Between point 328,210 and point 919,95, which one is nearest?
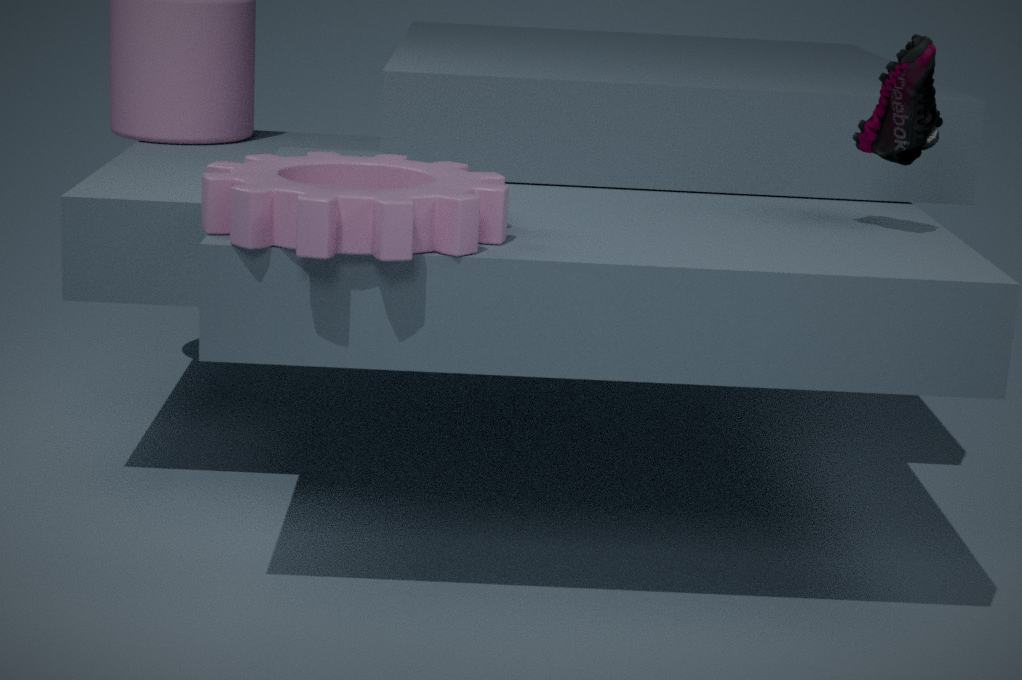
point 328,210
